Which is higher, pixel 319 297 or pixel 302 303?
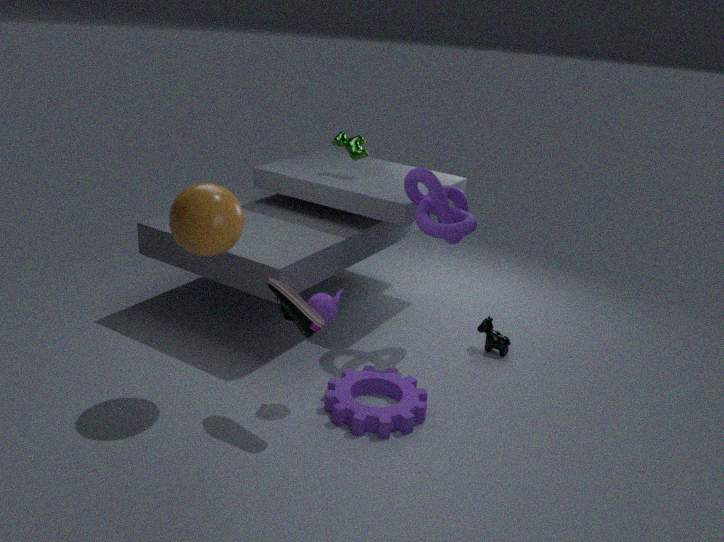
pixel 302 303
